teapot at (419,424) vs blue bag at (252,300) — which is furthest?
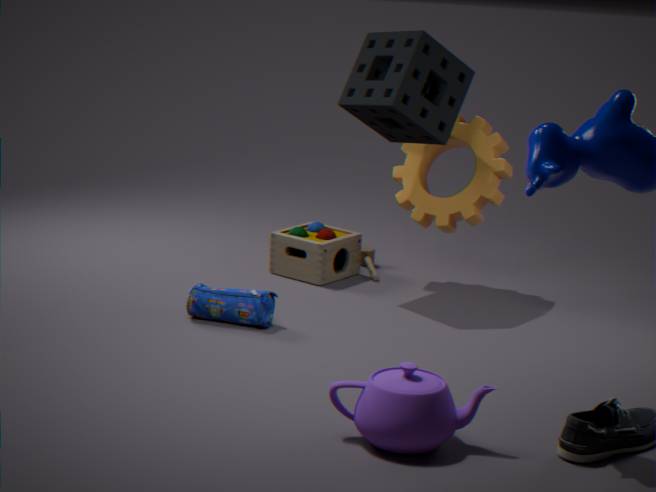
blue bag at (252,300)
